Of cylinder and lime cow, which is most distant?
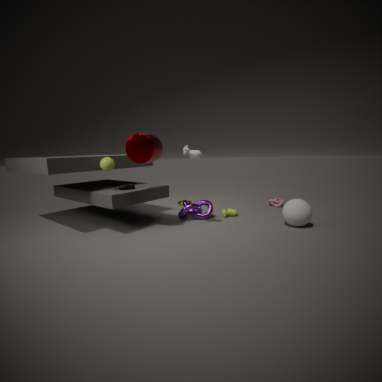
lime cow
